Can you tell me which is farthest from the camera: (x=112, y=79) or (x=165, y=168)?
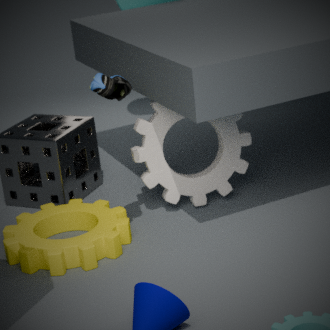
(x=165, y=168)
